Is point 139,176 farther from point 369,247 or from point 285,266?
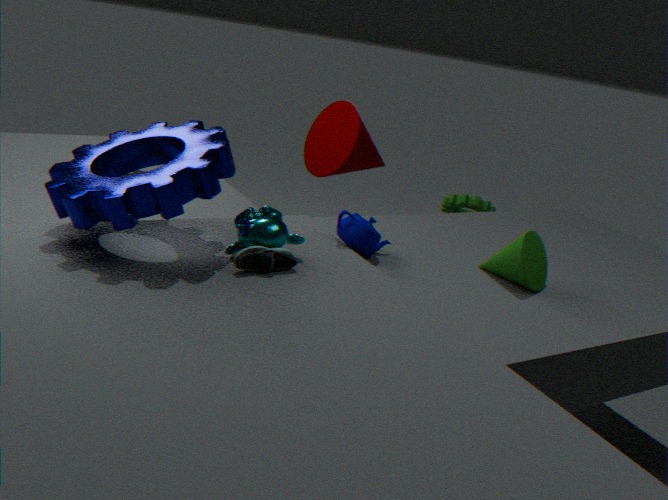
point 369,247
